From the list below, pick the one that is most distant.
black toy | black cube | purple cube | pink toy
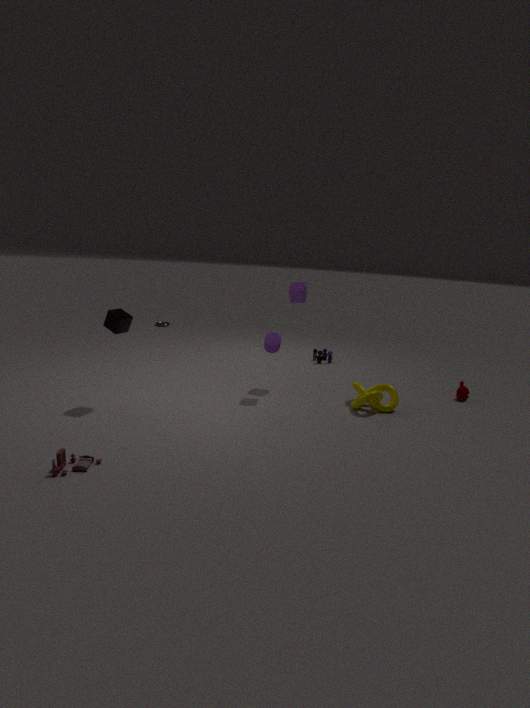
black toy
